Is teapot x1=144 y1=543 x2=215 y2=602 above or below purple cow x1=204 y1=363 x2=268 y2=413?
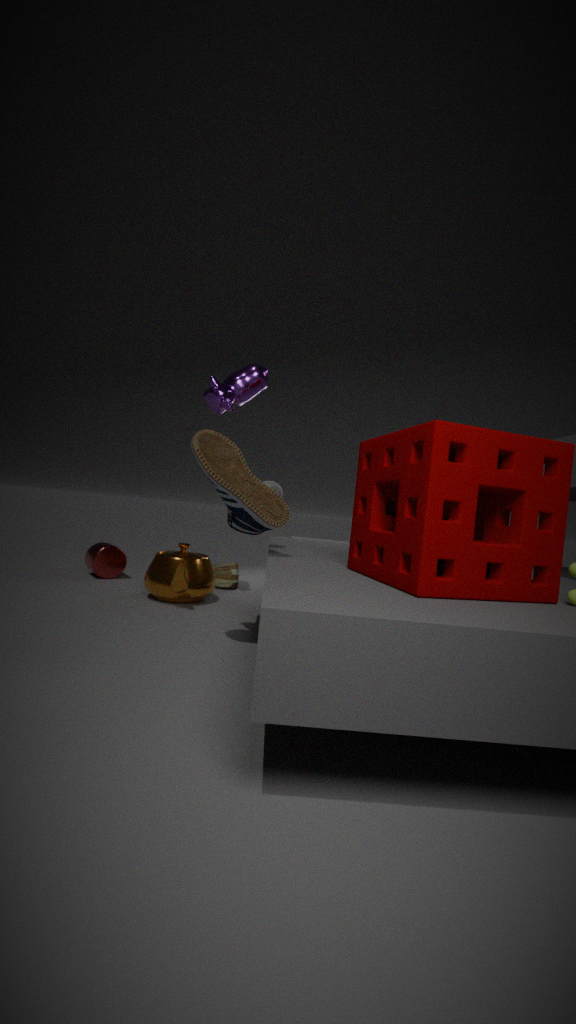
below
